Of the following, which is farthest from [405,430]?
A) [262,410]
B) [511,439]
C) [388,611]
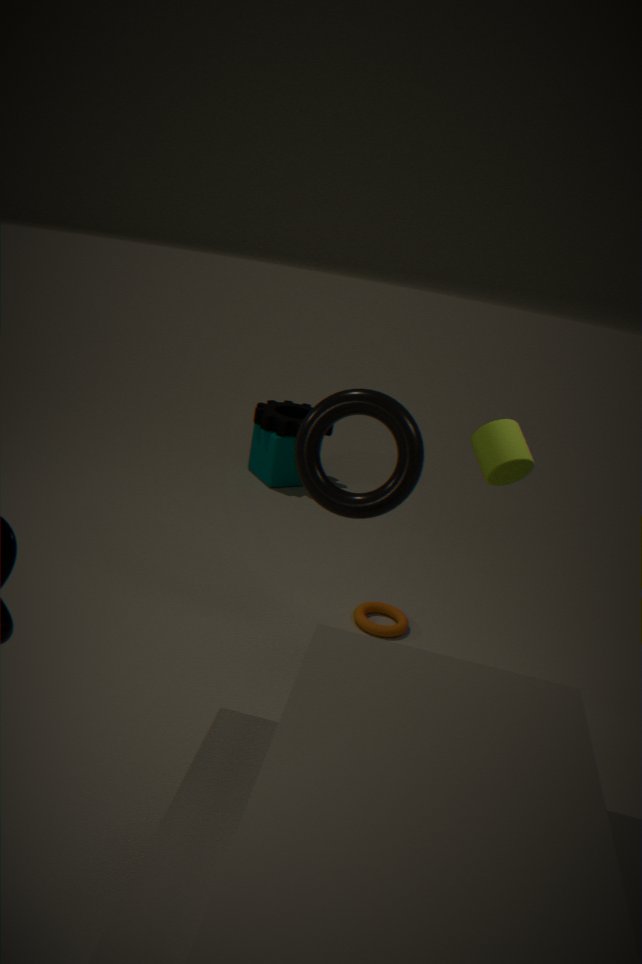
[262,410]
